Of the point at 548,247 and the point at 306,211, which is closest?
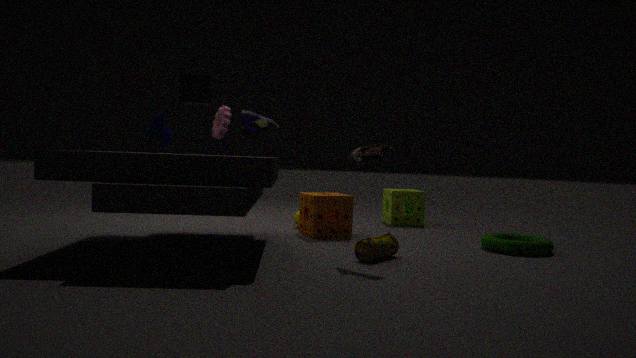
the point at 548,247
